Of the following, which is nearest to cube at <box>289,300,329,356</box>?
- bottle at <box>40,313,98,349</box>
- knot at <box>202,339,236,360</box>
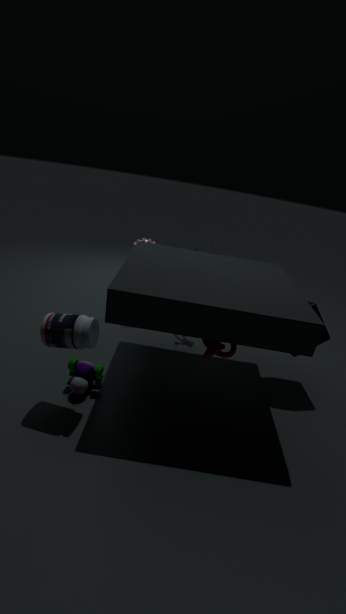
knot at <box>202,339,236,360</box>
